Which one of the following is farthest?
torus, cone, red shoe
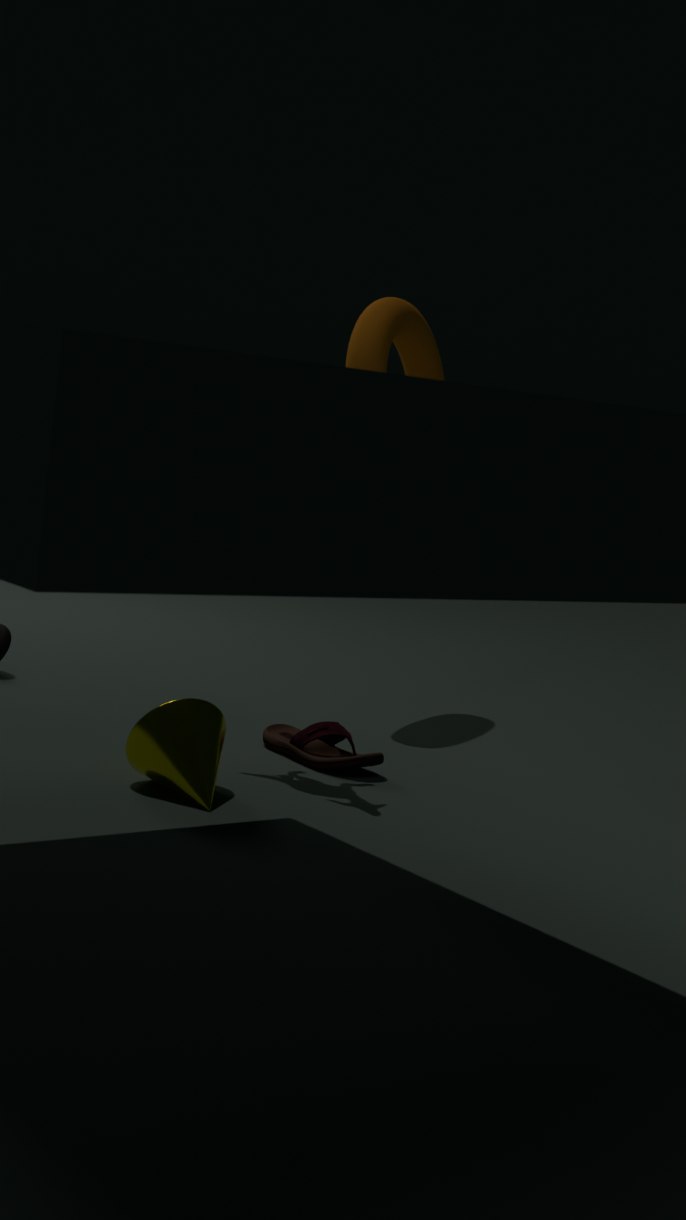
torus
